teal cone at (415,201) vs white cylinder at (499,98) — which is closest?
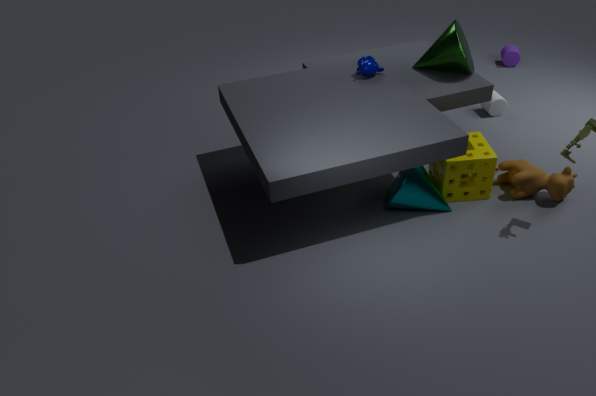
teal cone at (415,201)
